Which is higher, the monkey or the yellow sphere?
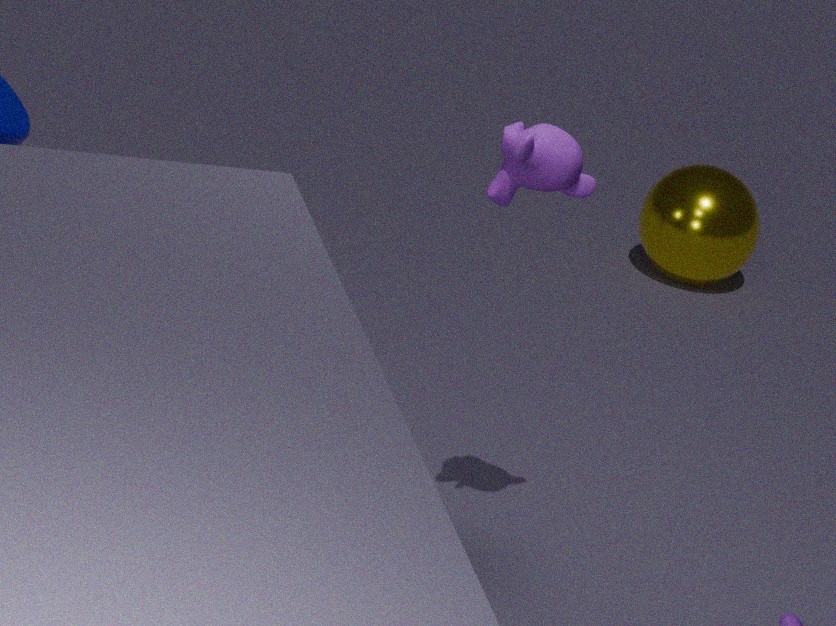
the monkey
